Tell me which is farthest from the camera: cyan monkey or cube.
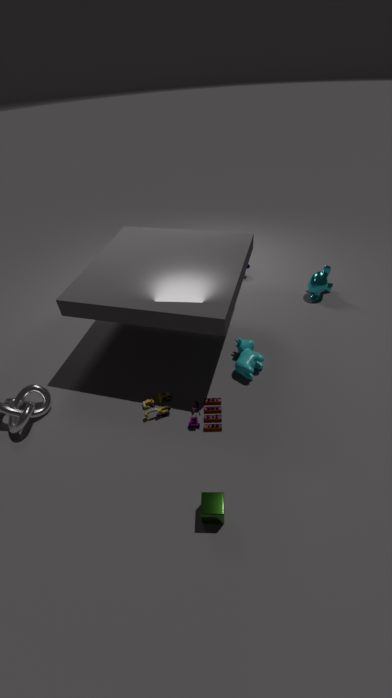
cyan monkey
